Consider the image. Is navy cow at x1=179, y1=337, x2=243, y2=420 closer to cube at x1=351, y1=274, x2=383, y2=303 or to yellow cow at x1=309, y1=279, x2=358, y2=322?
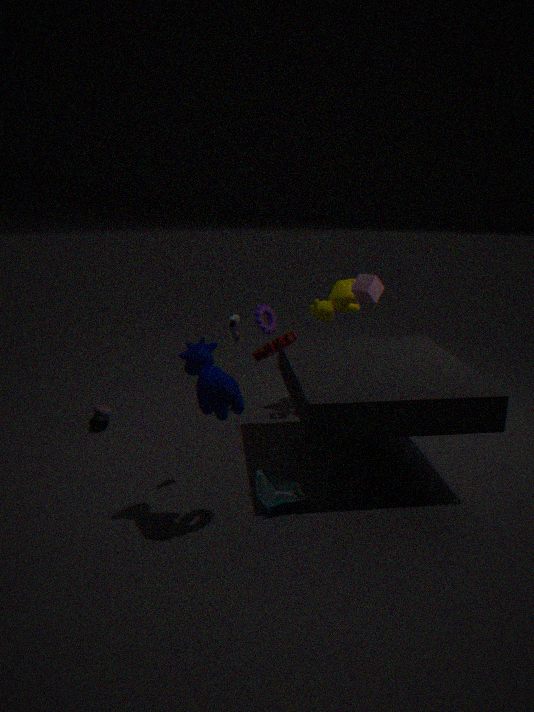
yellow cow at x1=309, y1=279, x2=358, y2=322
